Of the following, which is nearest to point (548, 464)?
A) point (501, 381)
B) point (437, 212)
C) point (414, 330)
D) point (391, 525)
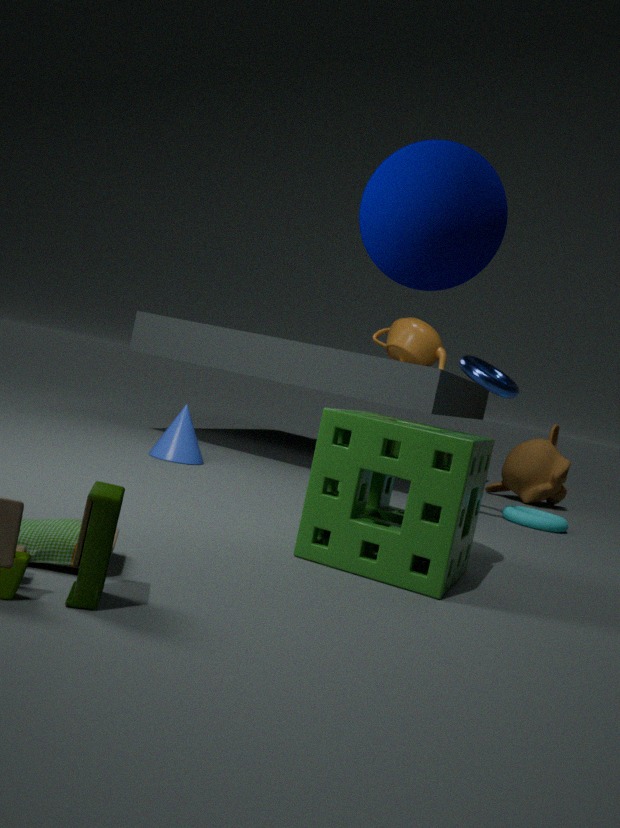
point (414, 330)
